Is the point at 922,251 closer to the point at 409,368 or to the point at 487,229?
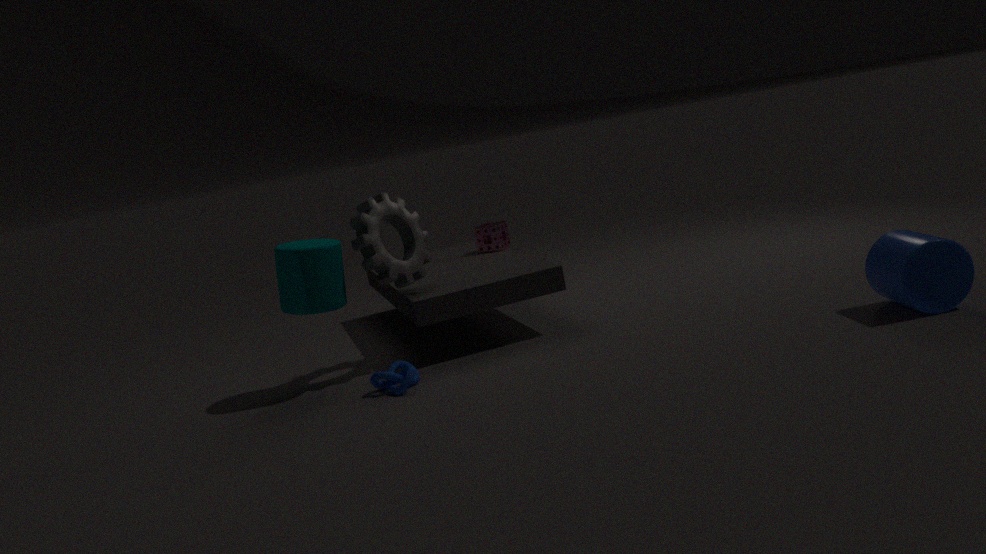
the point at 409,368
